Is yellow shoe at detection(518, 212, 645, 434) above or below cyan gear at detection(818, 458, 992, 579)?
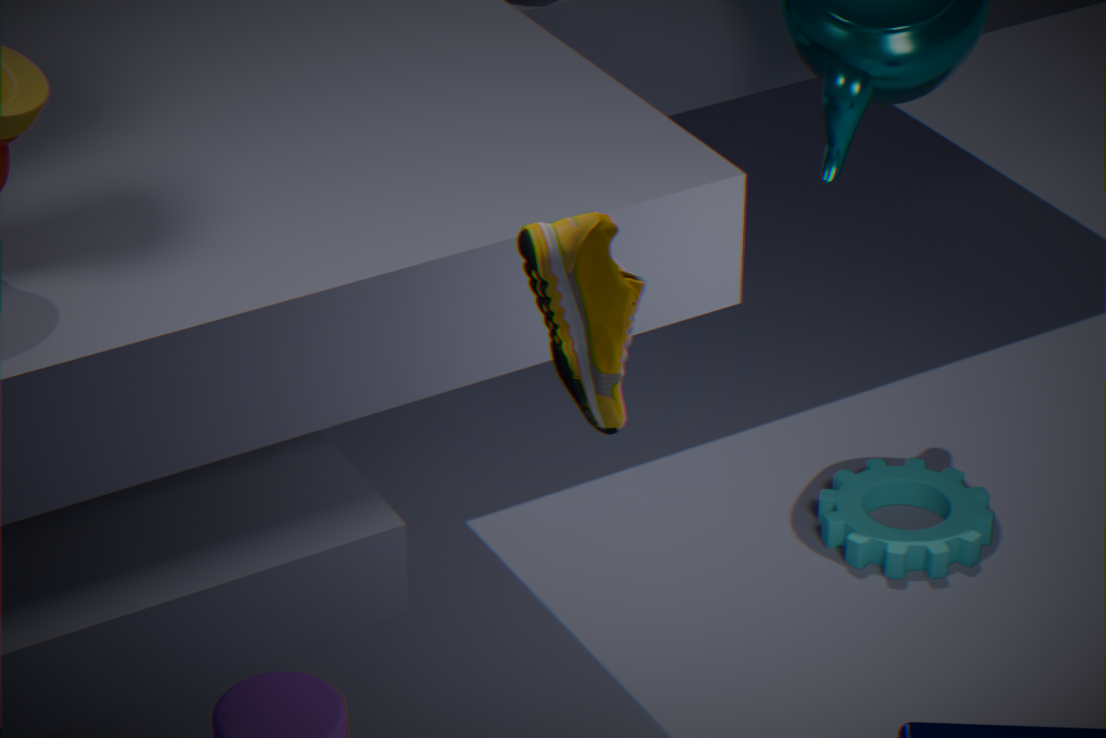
above
